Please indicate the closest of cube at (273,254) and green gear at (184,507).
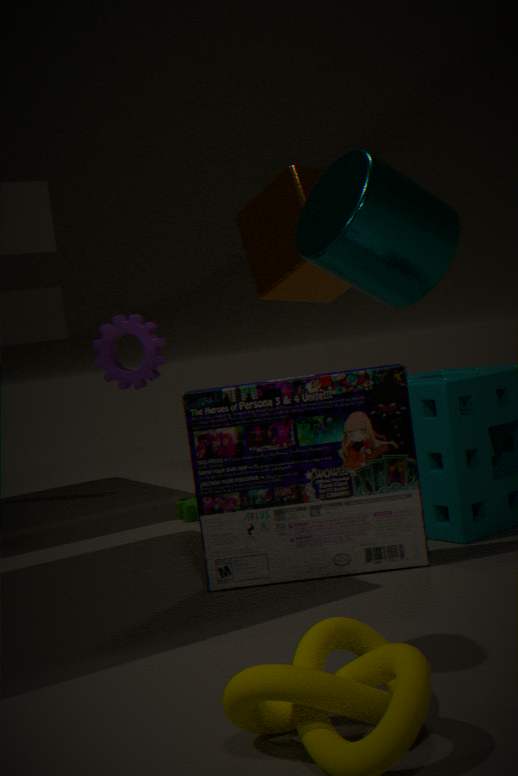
green gear at (184,507)
